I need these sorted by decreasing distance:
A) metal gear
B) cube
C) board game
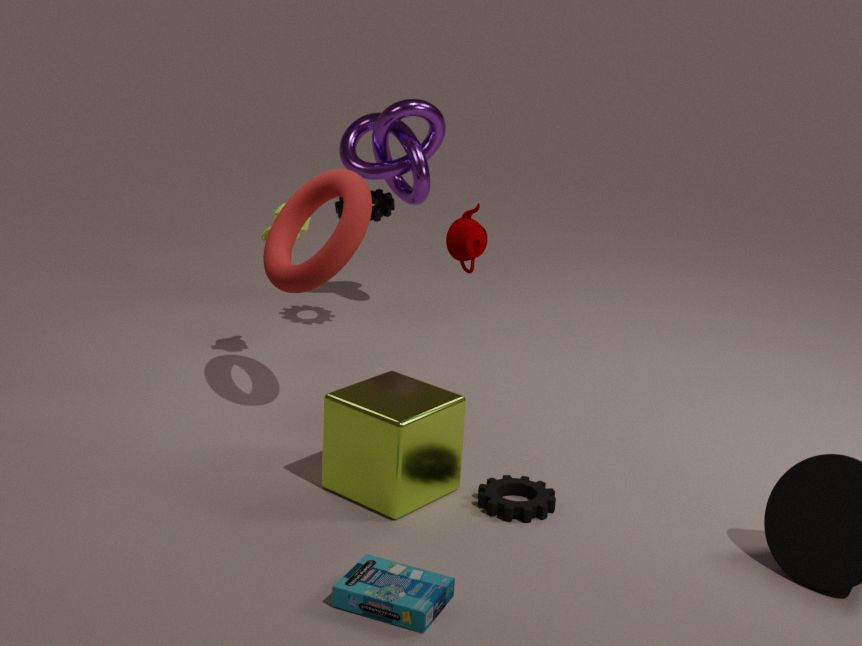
metal gear, cube, board game
